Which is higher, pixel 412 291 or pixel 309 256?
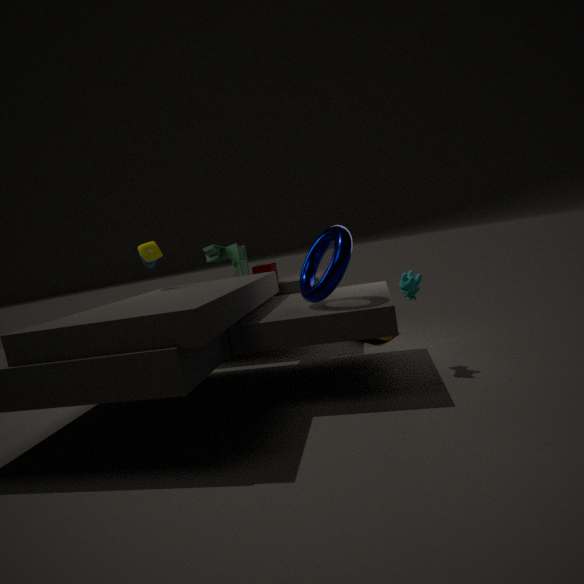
pixel 309 256
